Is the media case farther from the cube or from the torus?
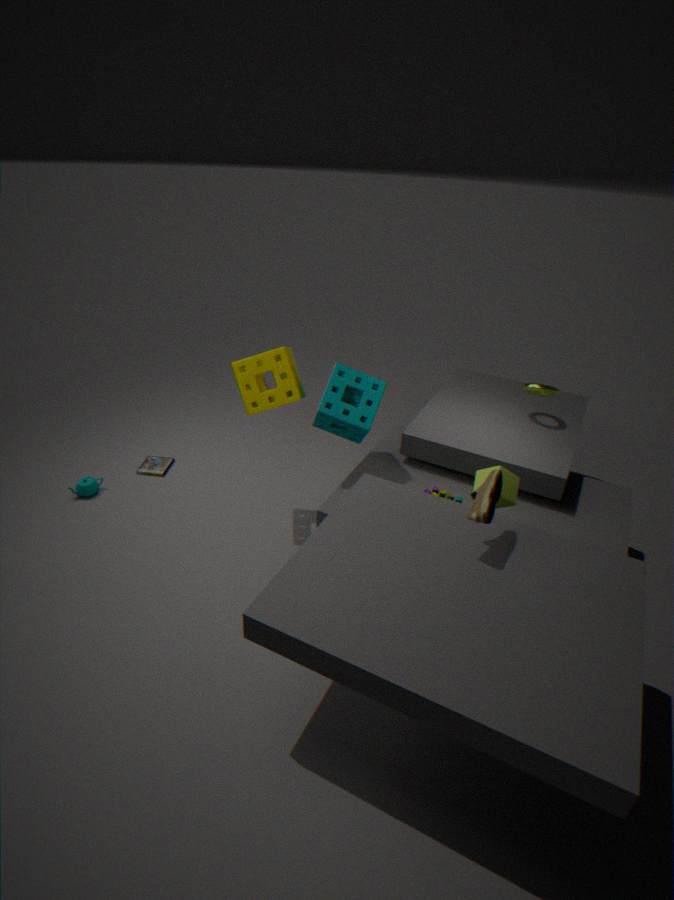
the torus
